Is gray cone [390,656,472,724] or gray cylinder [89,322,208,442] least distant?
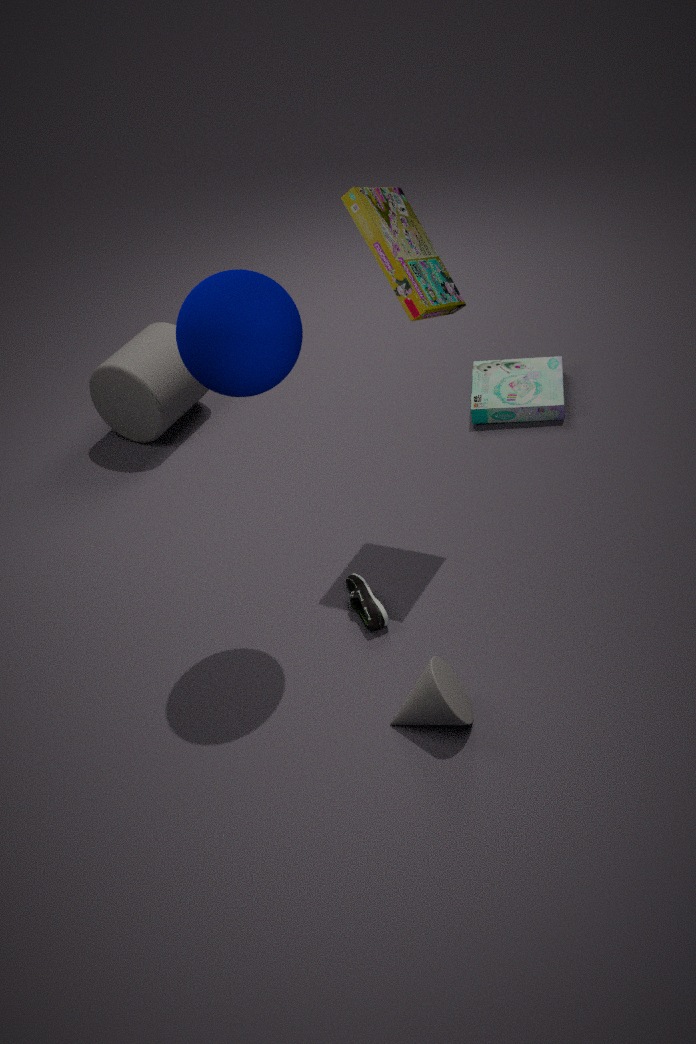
gray cone [390,656,472,724]
